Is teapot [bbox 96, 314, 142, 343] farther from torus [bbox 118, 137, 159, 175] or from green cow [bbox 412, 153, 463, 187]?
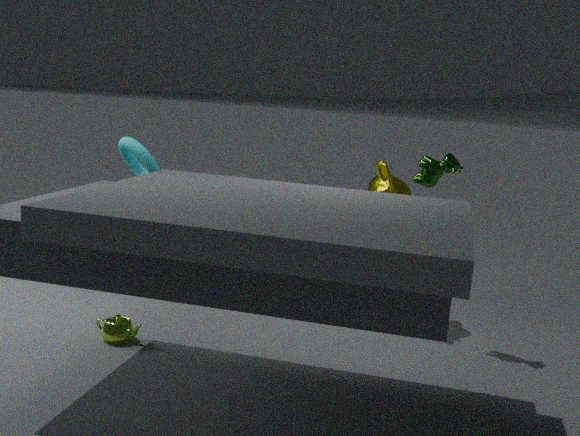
green cow [bbox 412, 153, 463, 187]
